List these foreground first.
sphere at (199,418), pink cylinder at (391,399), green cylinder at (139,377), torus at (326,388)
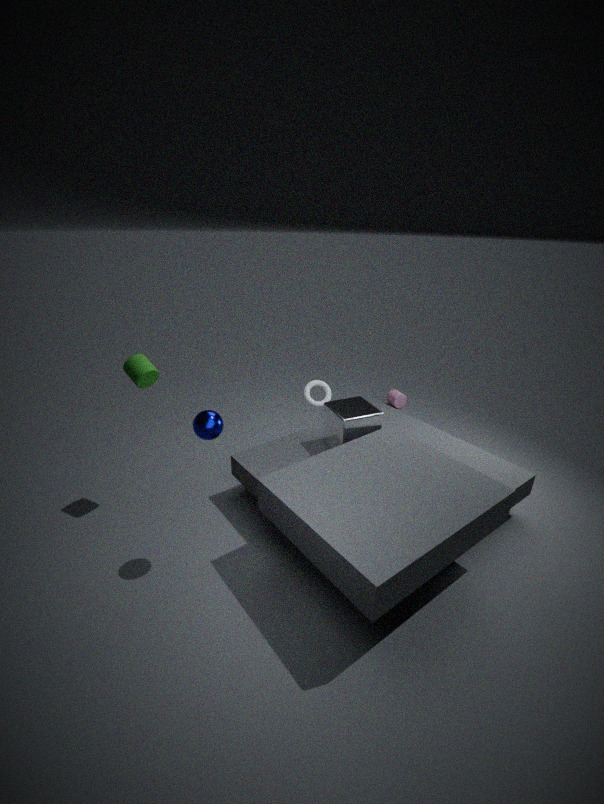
sphere at (199,418) → green cylinder at (139,377) → torus at (326,388) → pink cylinder at (391,399)
